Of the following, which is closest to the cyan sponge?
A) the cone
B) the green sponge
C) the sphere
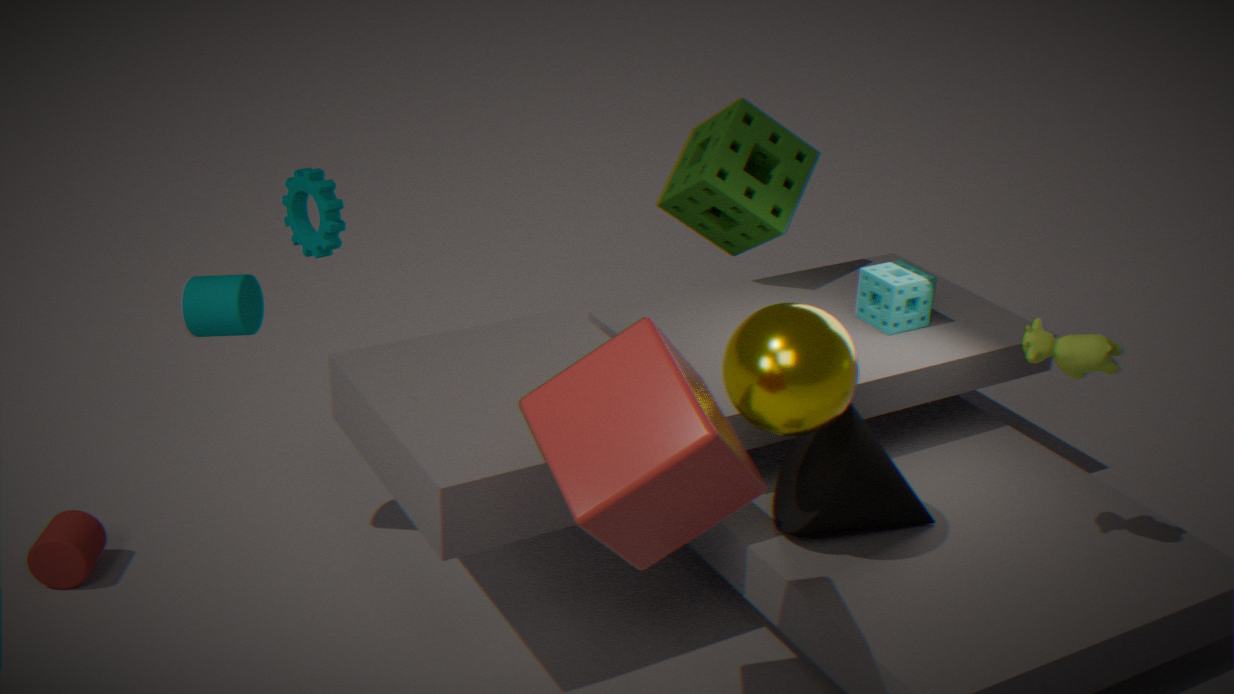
the green sponge
